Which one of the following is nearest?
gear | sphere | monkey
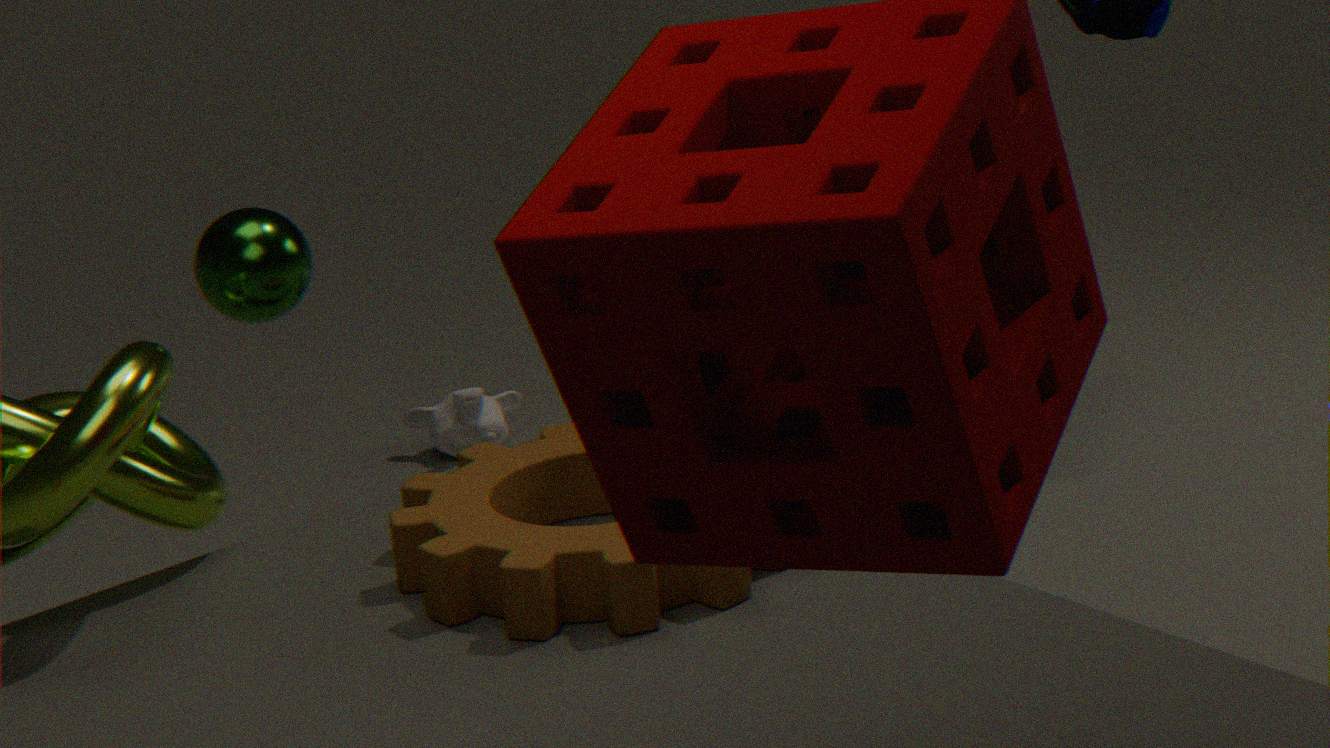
gear
